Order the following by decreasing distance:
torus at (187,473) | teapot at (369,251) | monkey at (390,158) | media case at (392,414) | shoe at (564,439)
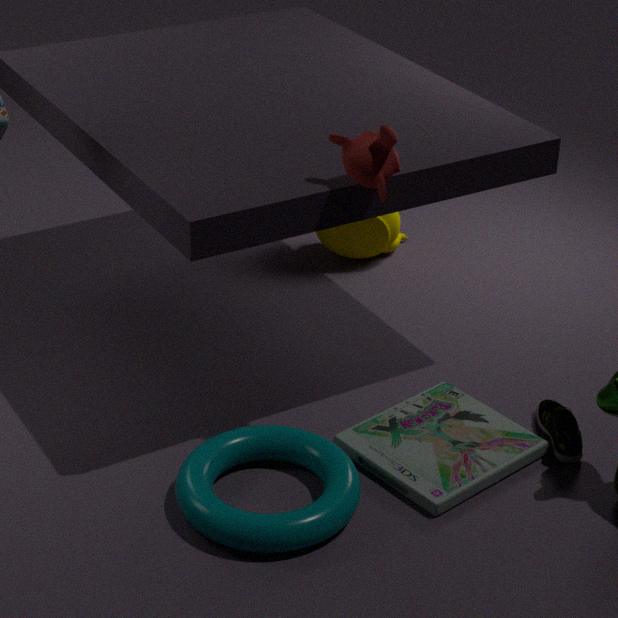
teapot at (369,251), shoe at (564,439), media case at (392,414), monkey at (390,158), torus at (187,473)
